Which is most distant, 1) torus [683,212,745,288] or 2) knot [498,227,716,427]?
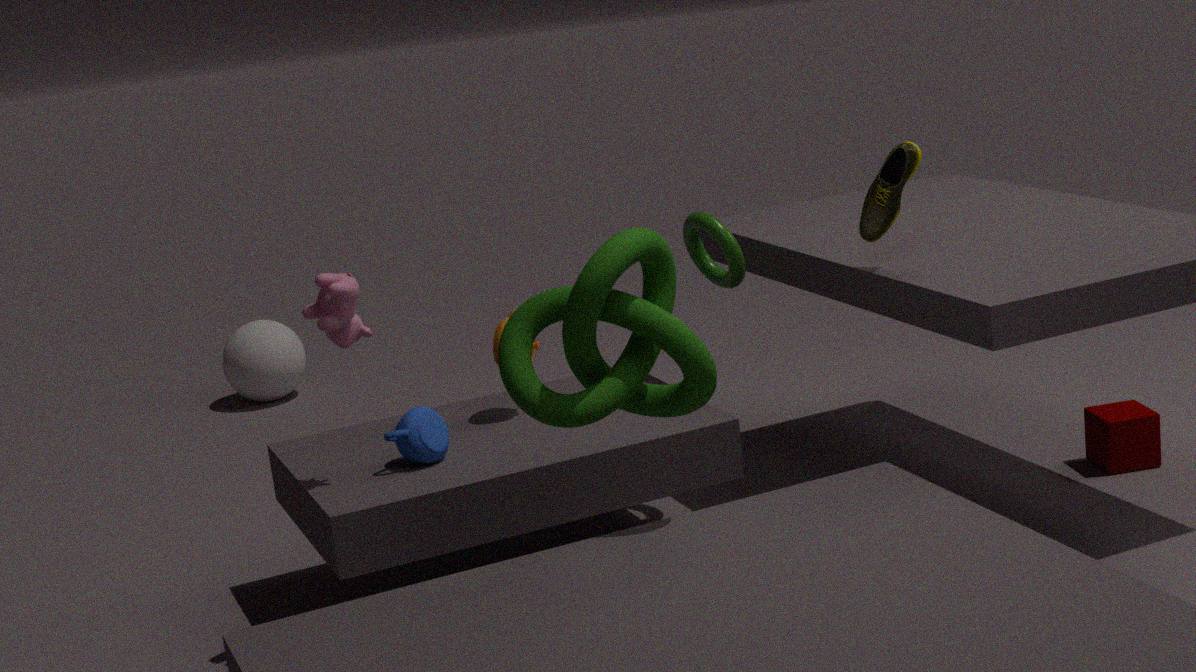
1. torus [683,212,745,288]
